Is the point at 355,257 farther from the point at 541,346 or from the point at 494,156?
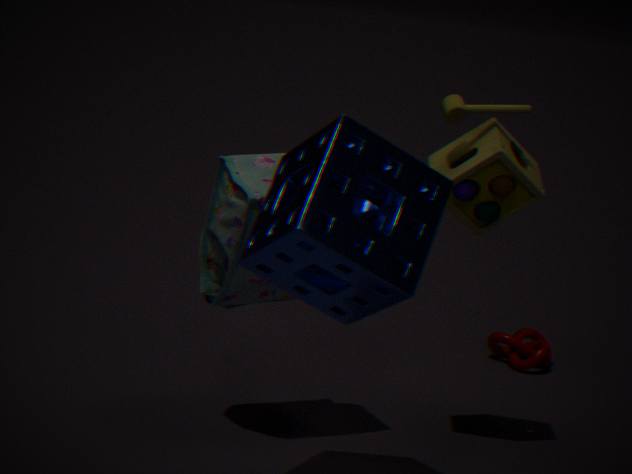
the point at 541,346
